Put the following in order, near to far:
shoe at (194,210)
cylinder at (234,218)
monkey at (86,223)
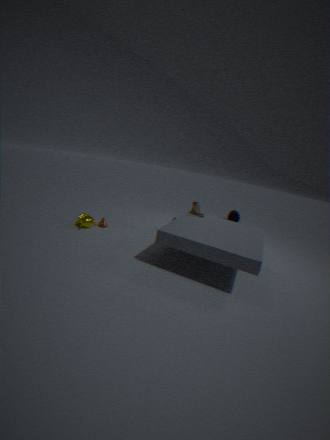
monkey at (86,223), shoe at (194,210), cylinder at (234,218)
